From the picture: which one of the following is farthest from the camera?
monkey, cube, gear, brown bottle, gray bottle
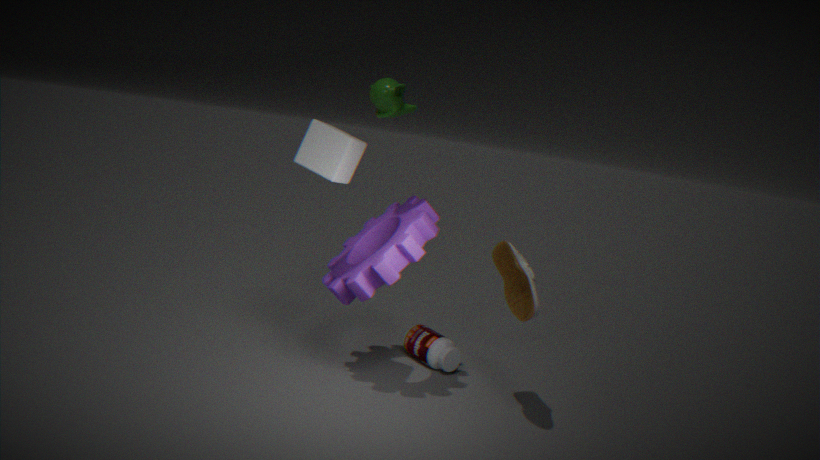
gray bottle
